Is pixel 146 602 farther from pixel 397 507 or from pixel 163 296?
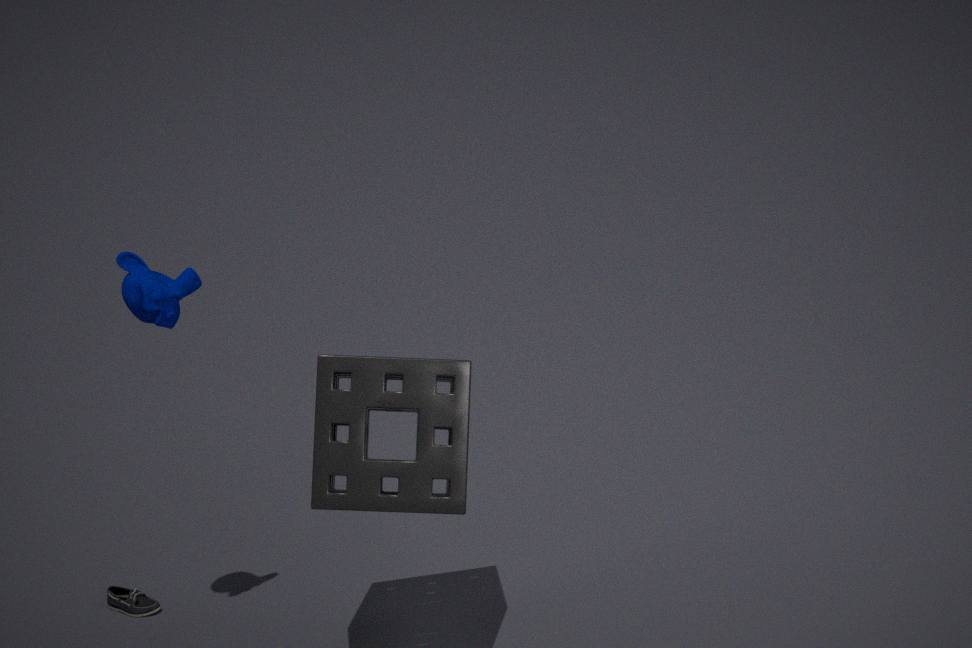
pixel 397 507
